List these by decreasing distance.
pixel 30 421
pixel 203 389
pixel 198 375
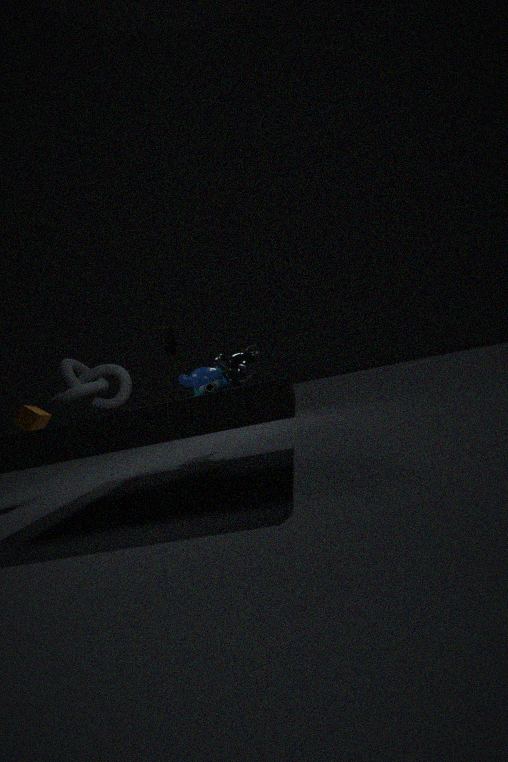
pixel 198 375 < pixel 30 421 < pixel 203 389
